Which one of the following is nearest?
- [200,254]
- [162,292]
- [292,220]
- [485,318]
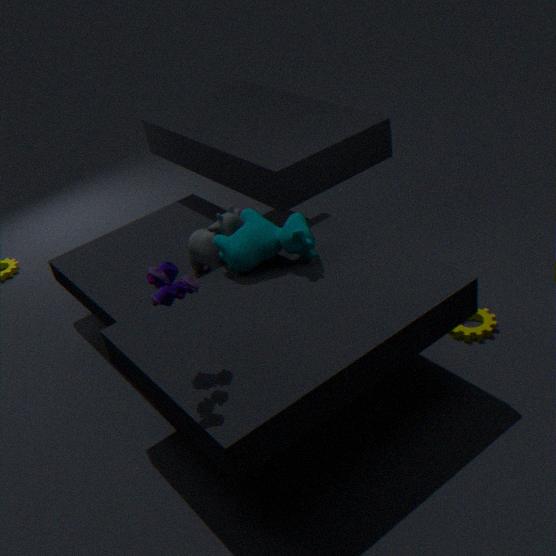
[162,292]
